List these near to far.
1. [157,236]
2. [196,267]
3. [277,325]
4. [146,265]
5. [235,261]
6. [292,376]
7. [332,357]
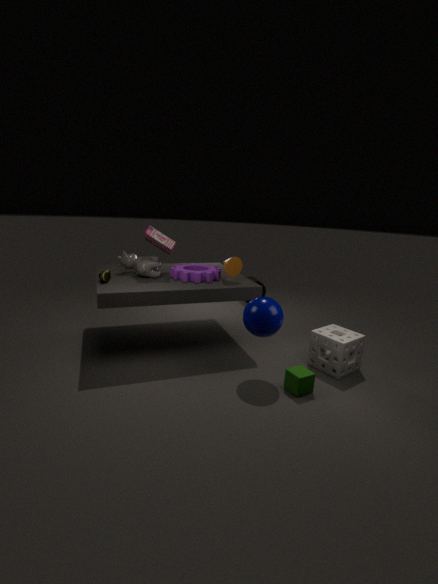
[292,376]
[277,325]
[332,357]
[146,265]
[157,236]
[235,261]
[196,267]
